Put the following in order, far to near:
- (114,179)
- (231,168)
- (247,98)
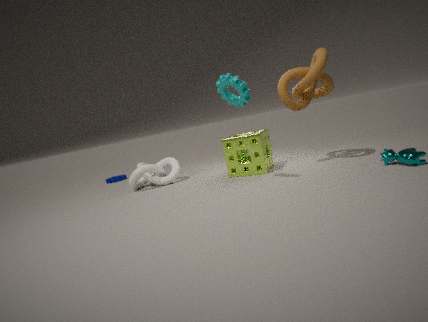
(114,179), (231,168), (247,98)
